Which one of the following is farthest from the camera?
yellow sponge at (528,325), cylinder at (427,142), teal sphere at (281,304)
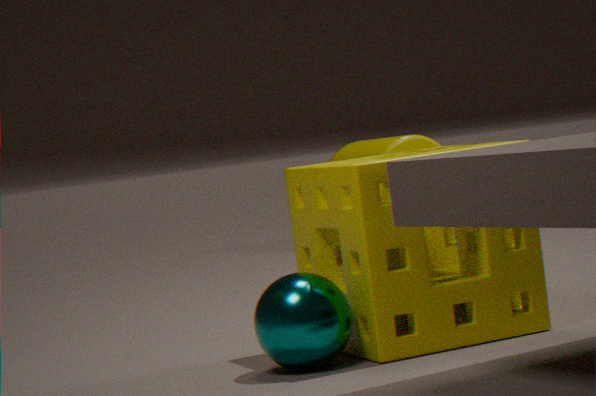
cylinder at (427,142)
